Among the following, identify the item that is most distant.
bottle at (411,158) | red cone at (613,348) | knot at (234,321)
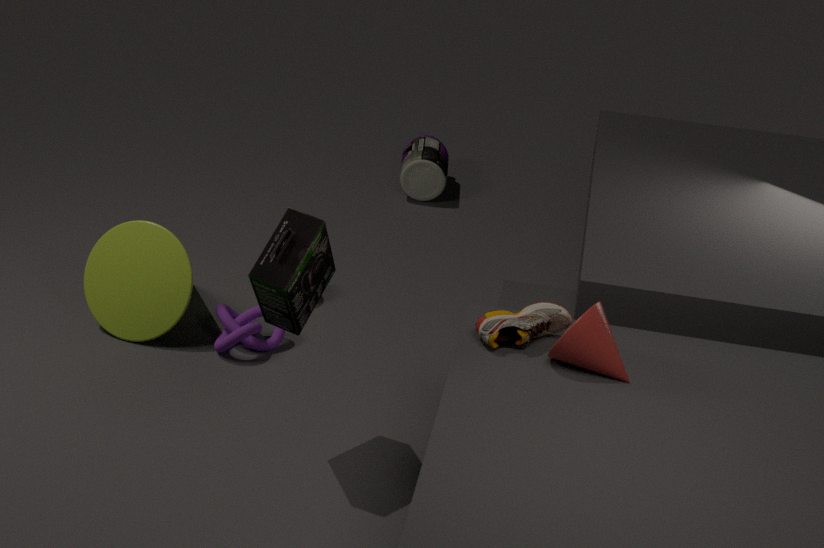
bottle at (411,158)
